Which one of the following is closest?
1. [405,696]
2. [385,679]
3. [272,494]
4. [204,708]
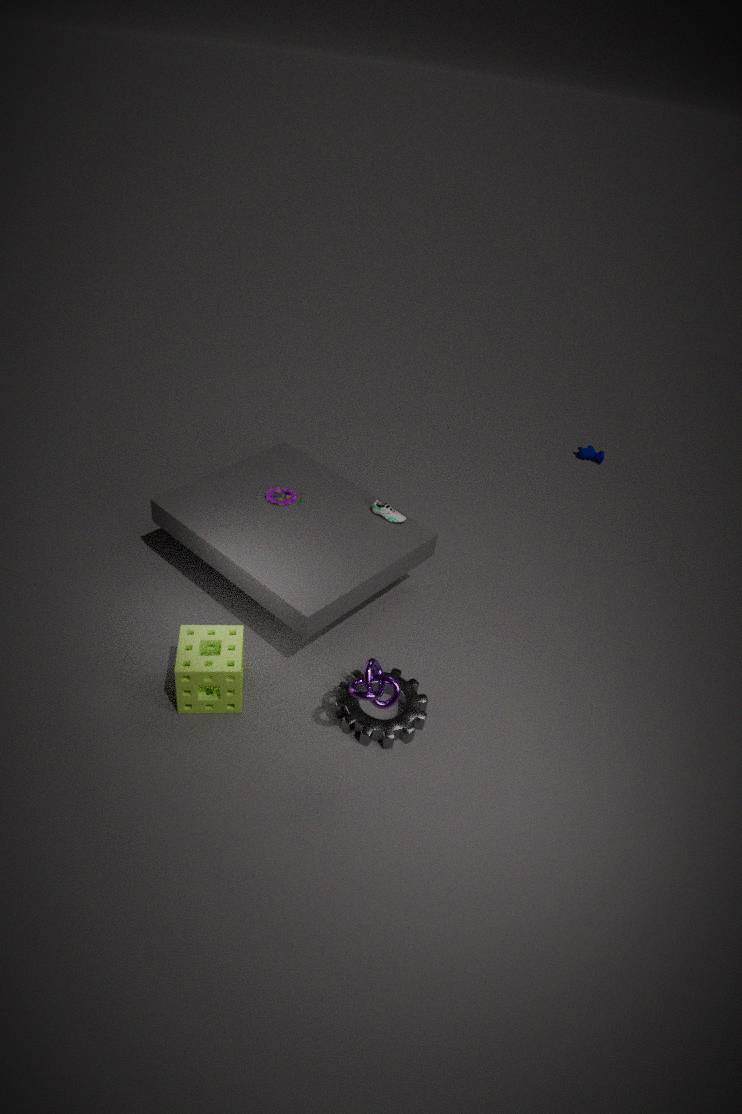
[385,679]
